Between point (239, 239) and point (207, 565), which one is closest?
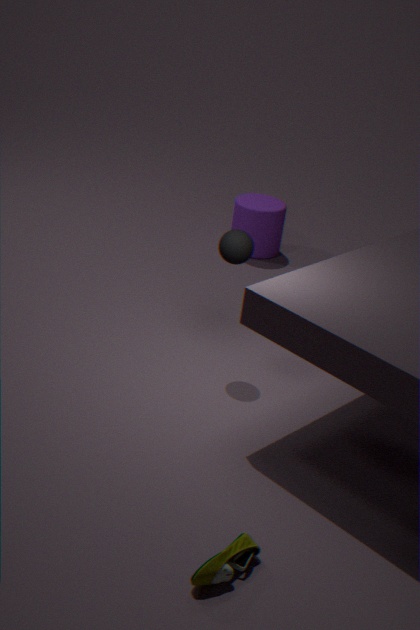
point (207, 565)
